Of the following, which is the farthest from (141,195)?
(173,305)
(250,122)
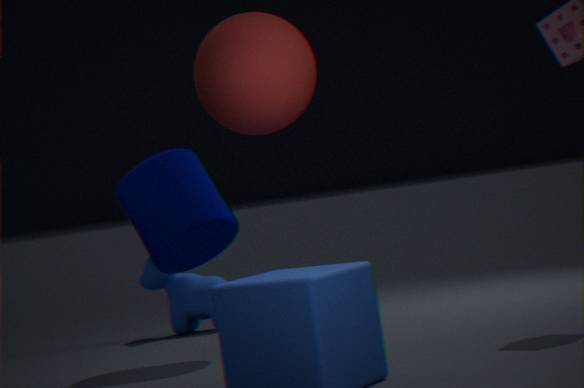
(250,122)
